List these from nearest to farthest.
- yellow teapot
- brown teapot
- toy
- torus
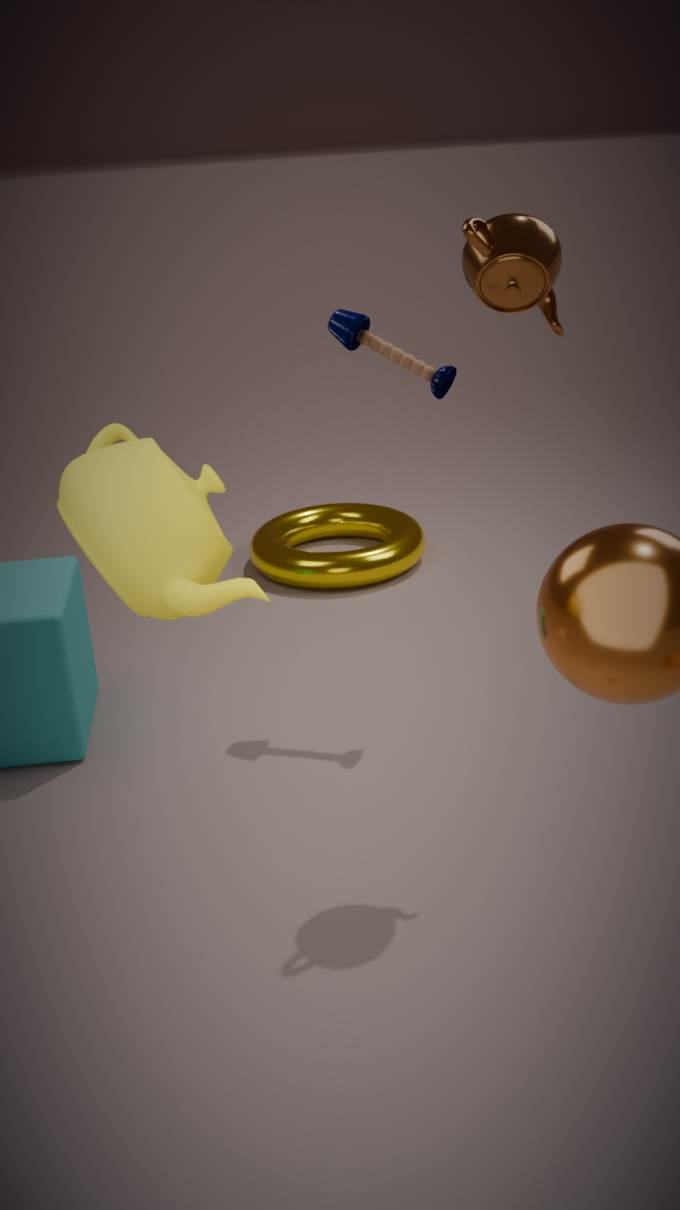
yellow teapot → brown teapot → toy → torus
